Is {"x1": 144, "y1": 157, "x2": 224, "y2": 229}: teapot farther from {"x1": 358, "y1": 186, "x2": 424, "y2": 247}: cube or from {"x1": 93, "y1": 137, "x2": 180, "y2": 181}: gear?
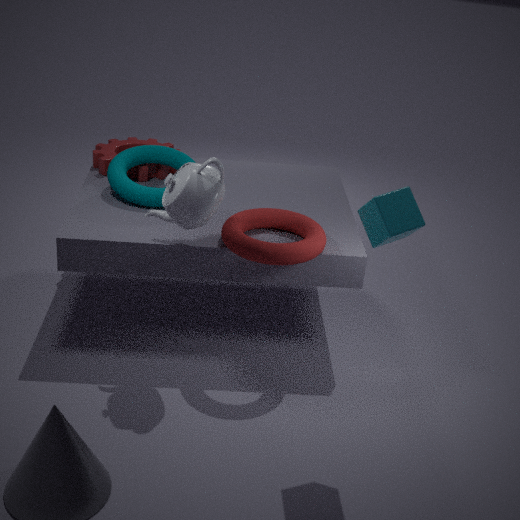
{"x1": 93, "y1": 137, "x2": 180, "y2": 181}: gear
